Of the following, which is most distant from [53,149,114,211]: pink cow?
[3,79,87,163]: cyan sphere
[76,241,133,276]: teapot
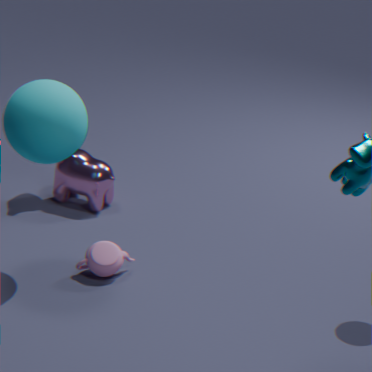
[76,241,133,276]: teapot
